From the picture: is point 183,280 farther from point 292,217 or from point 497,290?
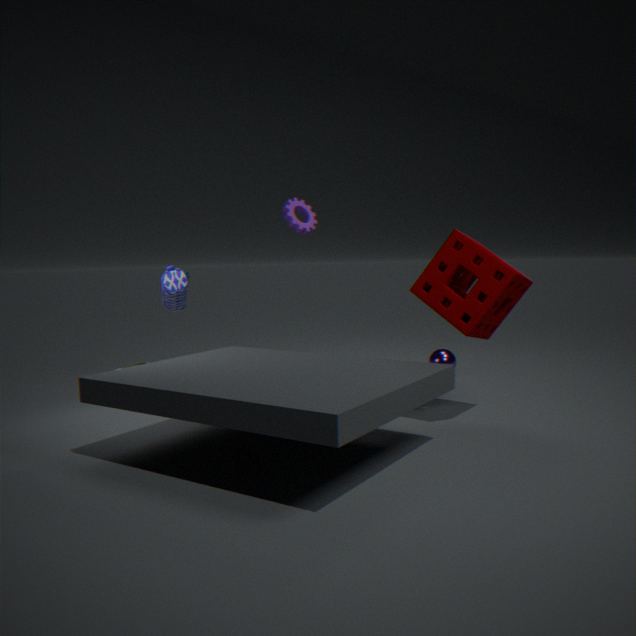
point 497,290
